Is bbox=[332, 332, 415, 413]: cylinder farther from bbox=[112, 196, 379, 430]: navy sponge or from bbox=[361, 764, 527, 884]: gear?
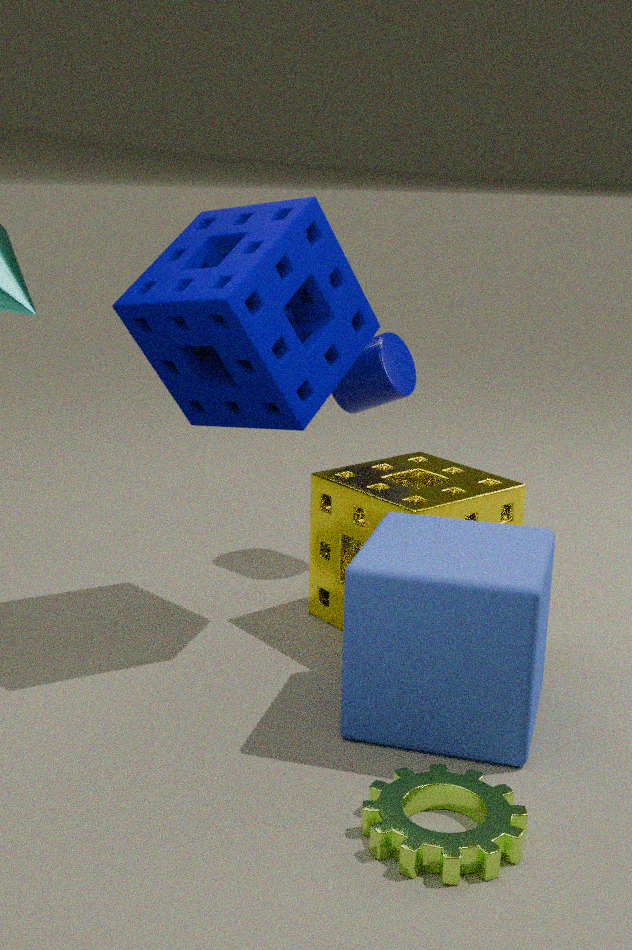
bbox=[361, 764, 527, 884]: gear
